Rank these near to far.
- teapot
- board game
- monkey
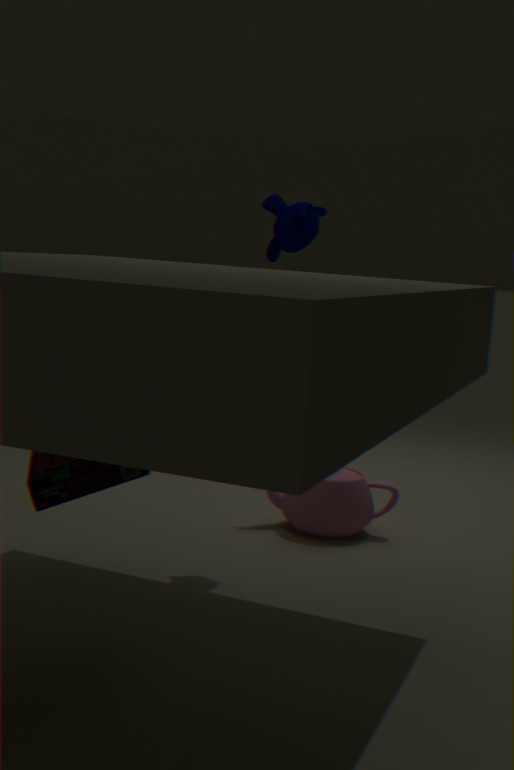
board game
monkey
teapot
